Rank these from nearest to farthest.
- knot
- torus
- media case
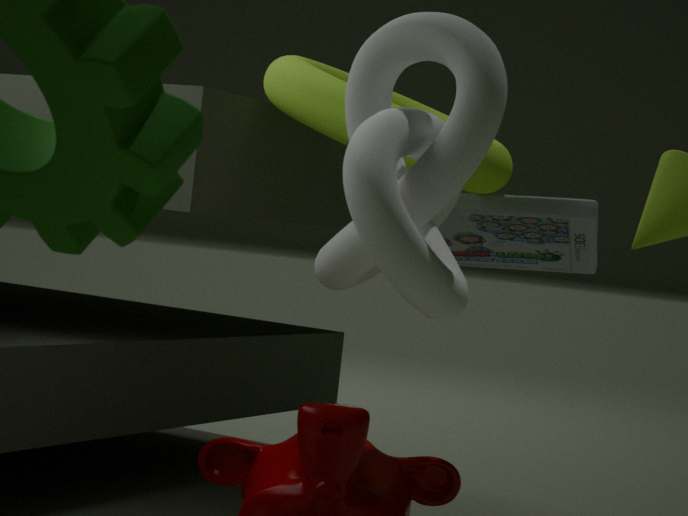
knot
torus
media case
